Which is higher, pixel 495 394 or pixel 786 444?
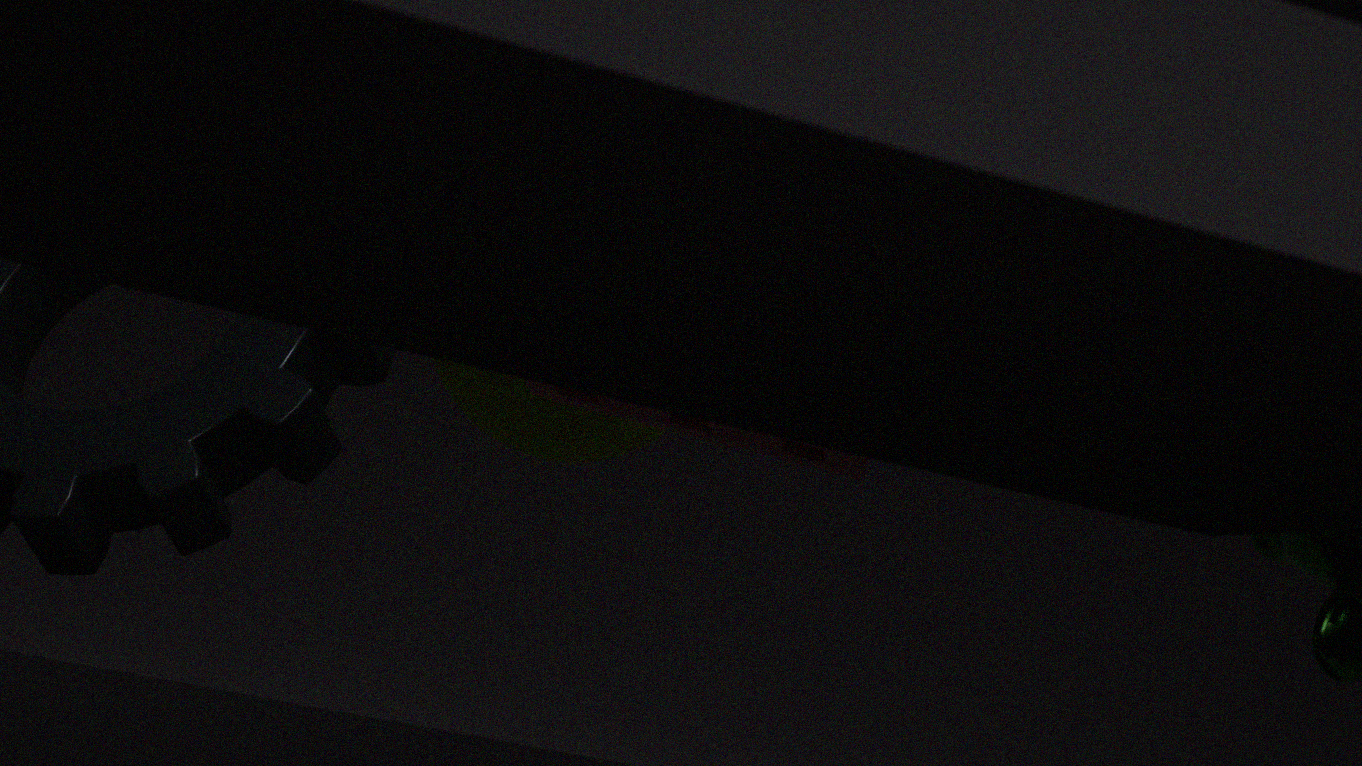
pixel 786 444
